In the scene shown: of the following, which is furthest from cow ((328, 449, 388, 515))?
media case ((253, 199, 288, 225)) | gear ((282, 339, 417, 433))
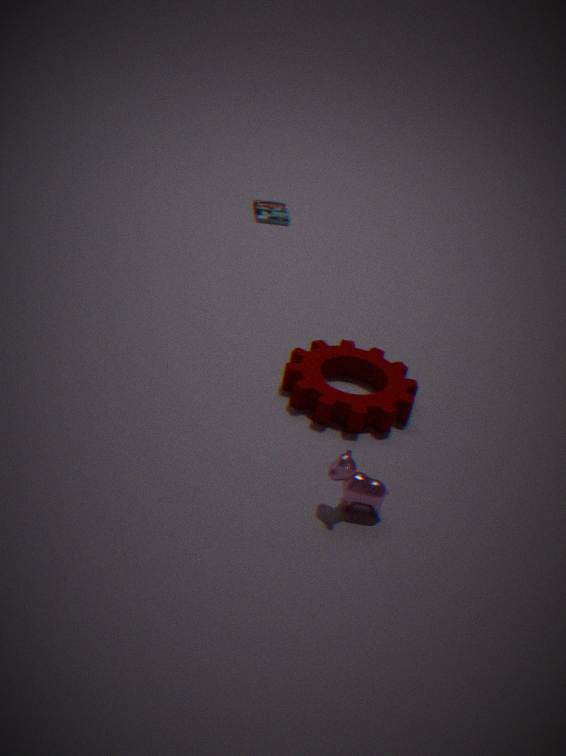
media case ((253, 199, 288, 225))
